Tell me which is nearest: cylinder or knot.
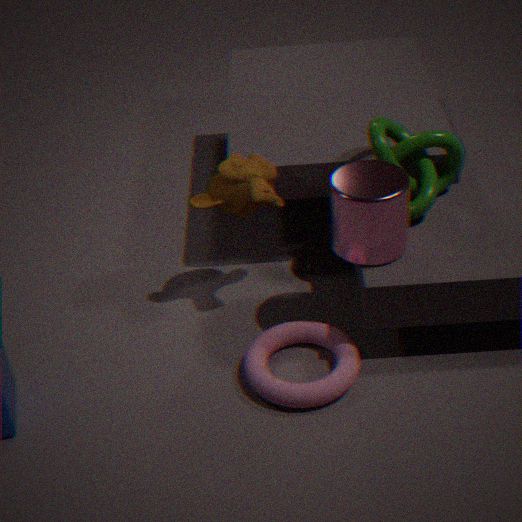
cylinder
